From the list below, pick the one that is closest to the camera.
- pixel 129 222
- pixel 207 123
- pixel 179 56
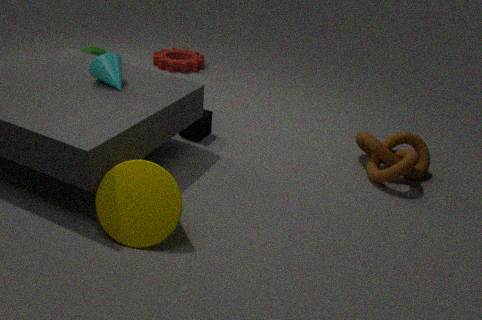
pixel 129 222
